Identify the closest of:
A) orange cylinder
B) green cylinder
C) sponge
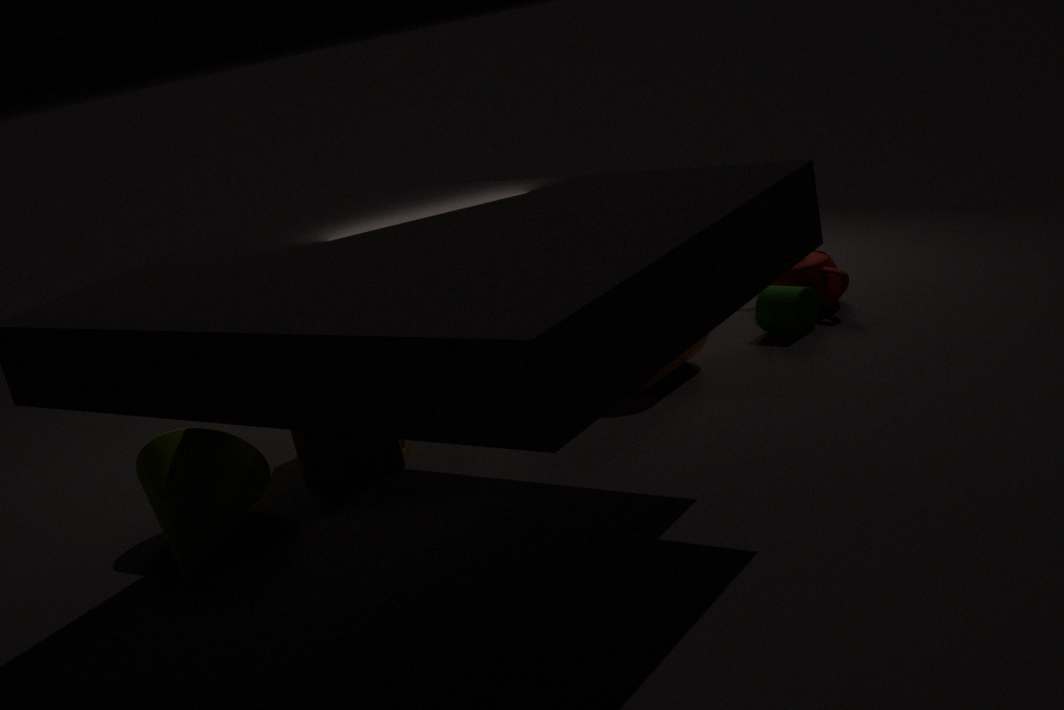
sponge
